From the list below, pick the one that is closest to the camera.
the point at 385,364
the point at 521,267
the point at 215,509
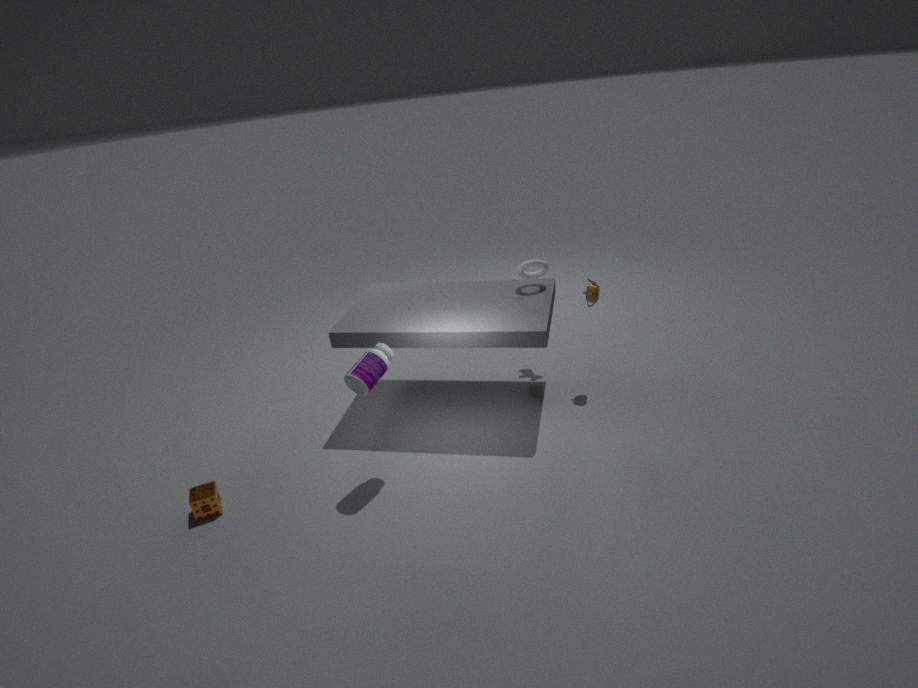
the point at 385,364
